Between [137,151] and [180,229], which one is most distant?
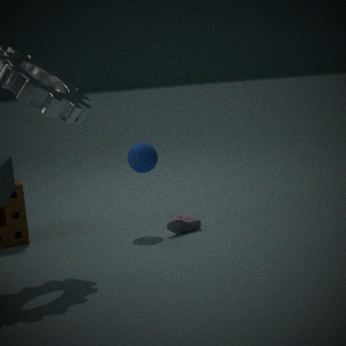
[137,151]
